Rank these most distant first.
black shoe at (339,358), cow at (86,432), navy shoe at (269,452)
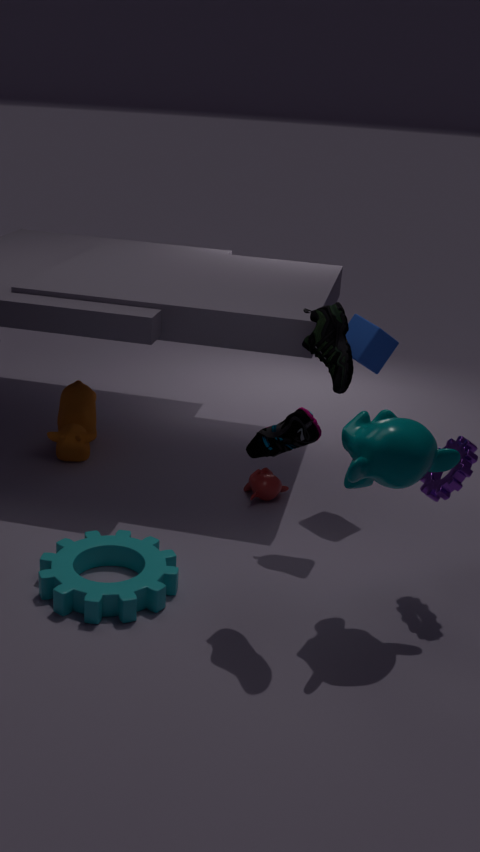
cow at (86,432)
black shoe at (339,358)
navy shoe at (269,452)
